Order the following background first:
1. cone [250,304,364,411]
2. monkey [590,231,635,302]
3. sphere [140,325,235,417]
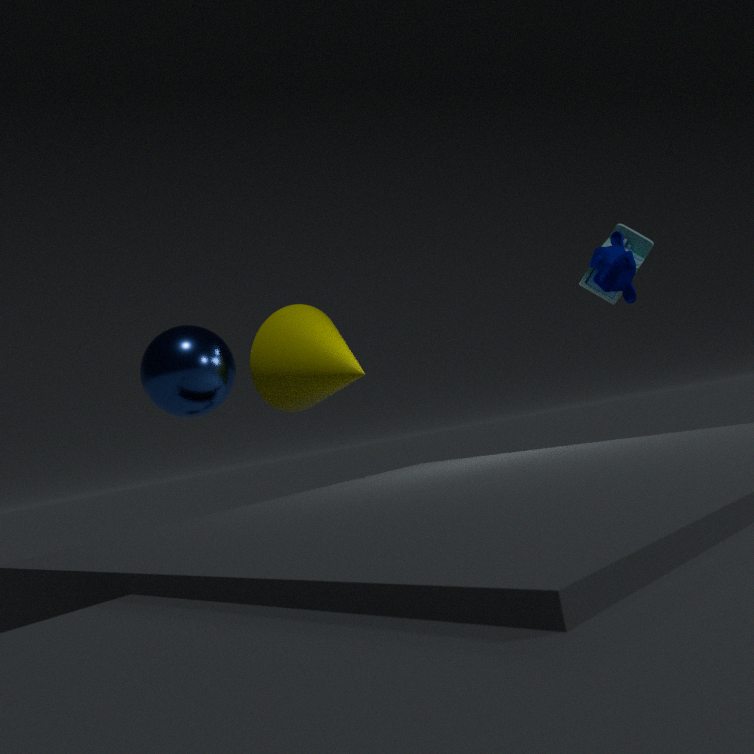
sphere [140,325,235,417] → cone [250,304,364,411] → monkey [590,231,635,302]
